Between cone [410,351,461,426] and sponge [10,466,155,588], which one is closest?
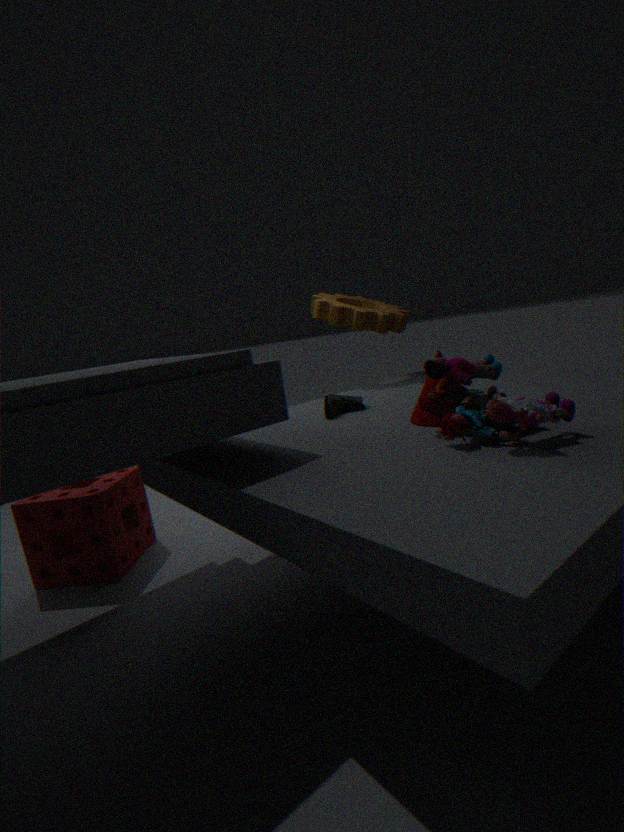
cone [410,351,461,426]
